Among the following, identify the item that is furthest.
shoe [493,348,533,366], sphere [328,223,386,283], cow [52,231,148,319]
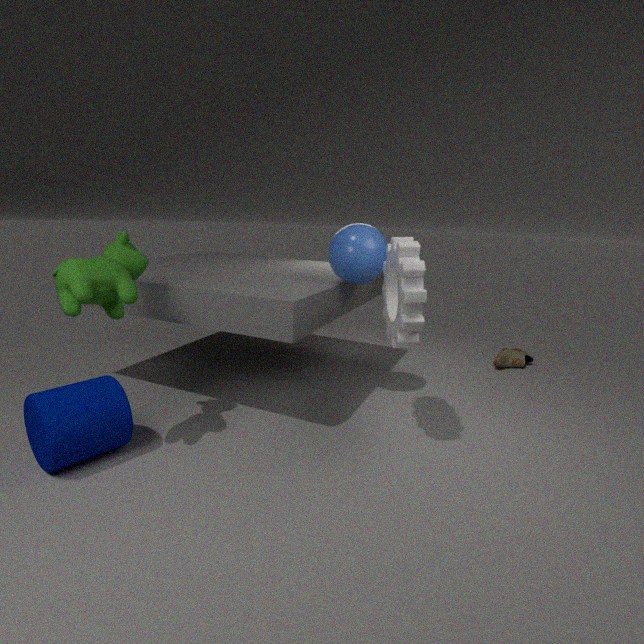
shoe [493,348,533,366]
